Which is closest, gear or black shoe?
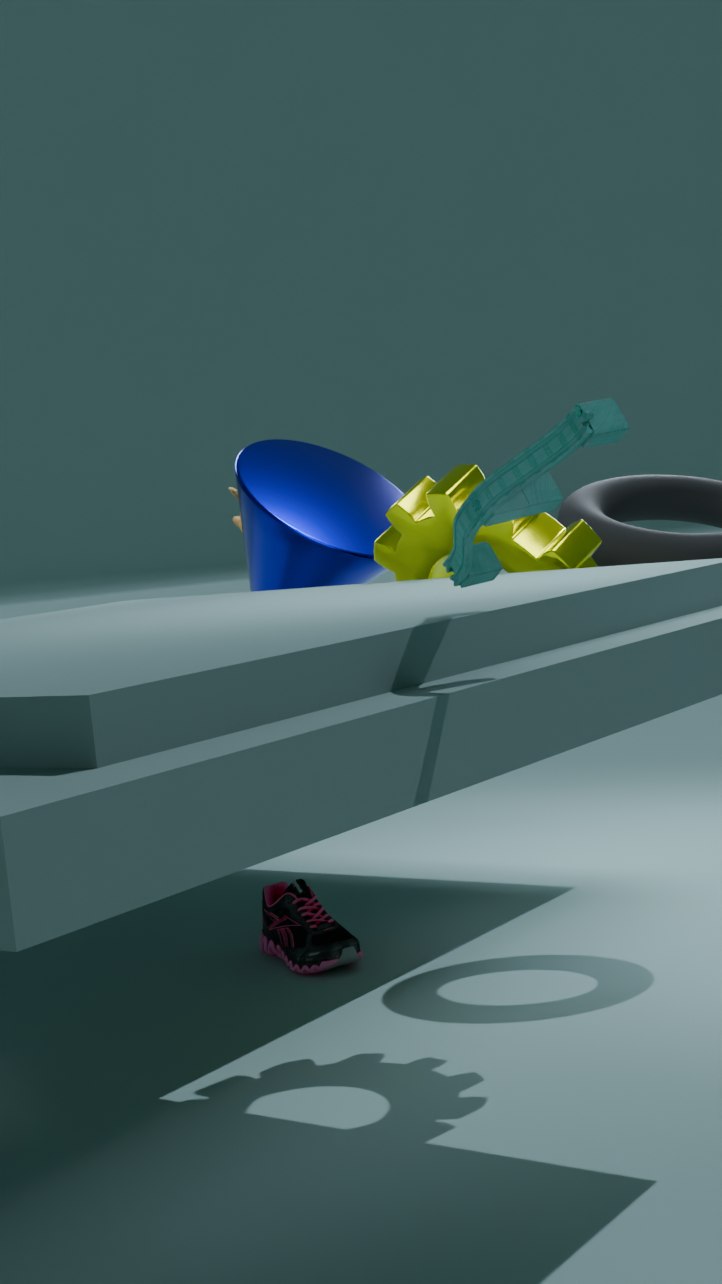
gear
